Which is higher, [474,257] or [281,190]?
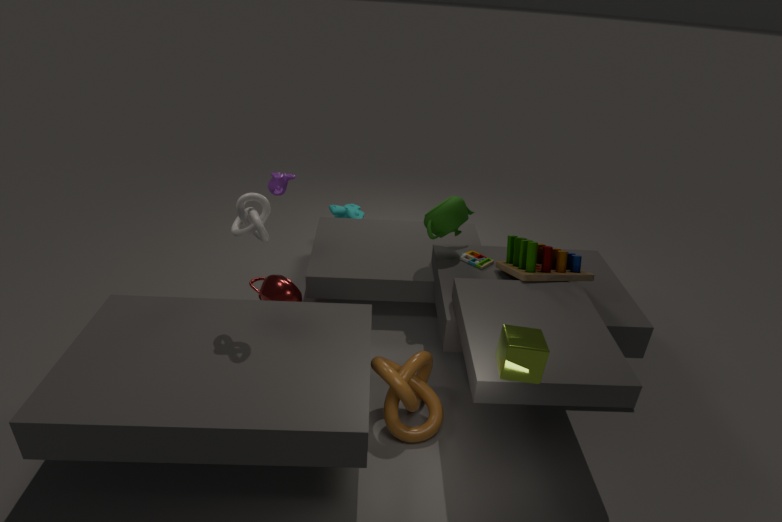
[281,190]
